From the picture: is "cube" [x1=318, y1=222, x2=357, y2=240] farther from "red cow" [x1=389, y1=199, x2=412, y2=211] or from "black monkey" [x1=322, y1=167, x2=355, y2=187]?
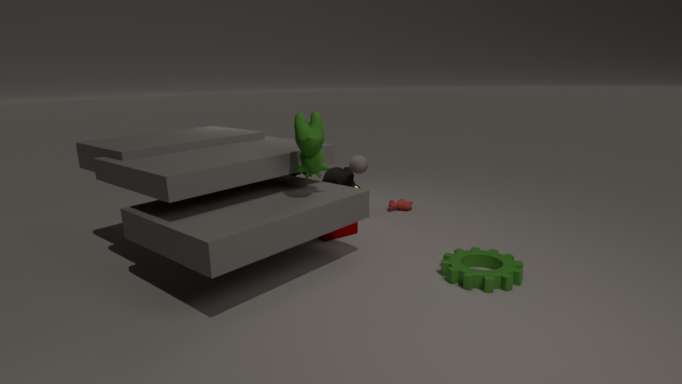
"red cow" [x1=389, y1=199, x2=412, y2=211]
